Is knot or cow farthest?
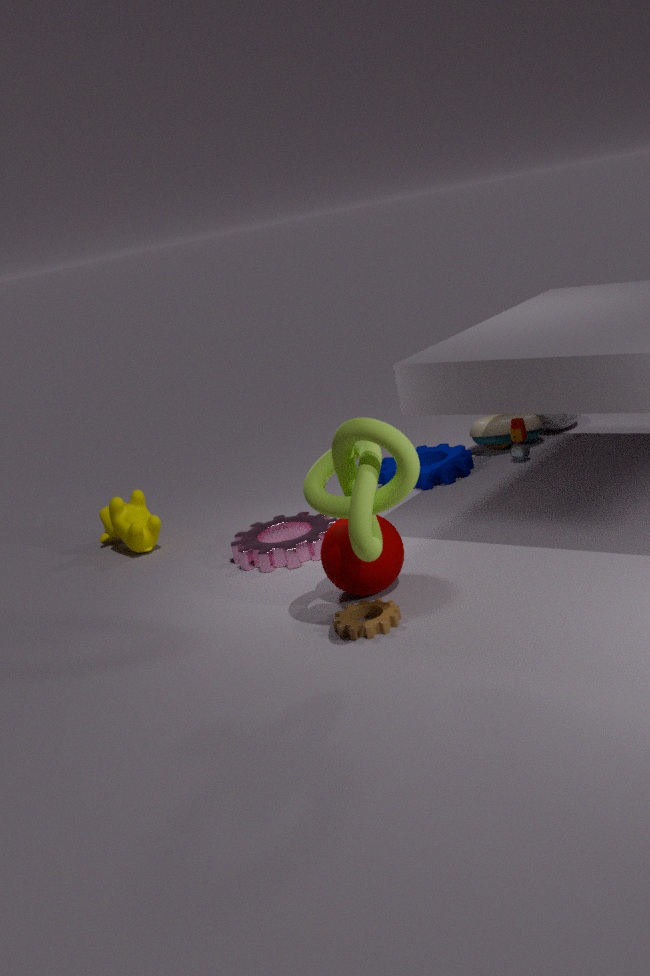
cow
